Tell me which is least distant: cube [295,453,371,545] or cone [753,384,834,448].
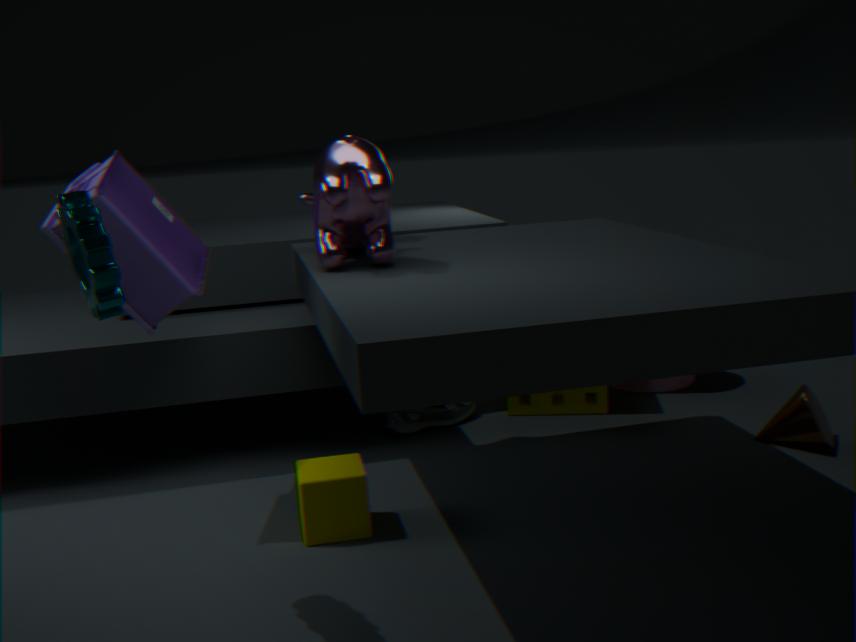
cube [295,453,371,545]
